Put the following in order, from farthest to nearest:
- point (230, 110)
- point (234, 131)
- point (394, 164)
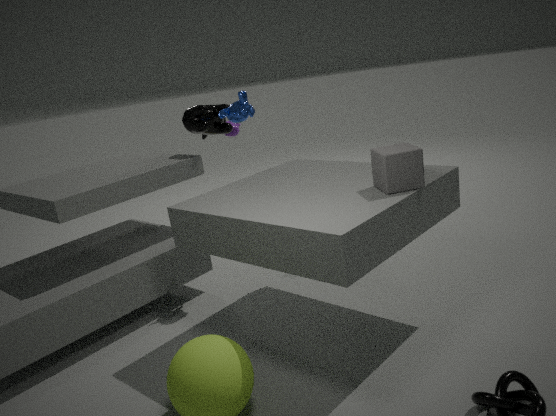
point (234, 131), point (230, 110), point (394, 164)
